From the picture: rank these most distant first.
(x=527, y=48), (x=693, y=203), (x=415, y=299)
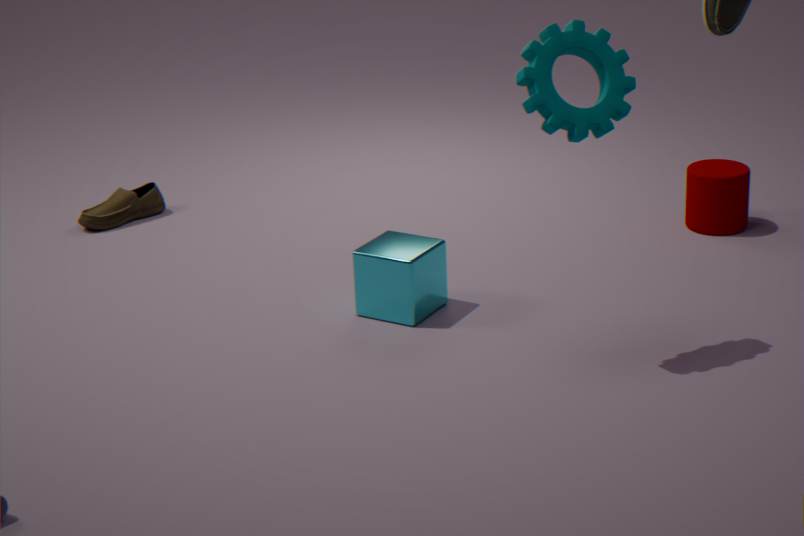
1. (x=693, y=203)
2. (x=415, y=299)
3. (x=527, y=48)
